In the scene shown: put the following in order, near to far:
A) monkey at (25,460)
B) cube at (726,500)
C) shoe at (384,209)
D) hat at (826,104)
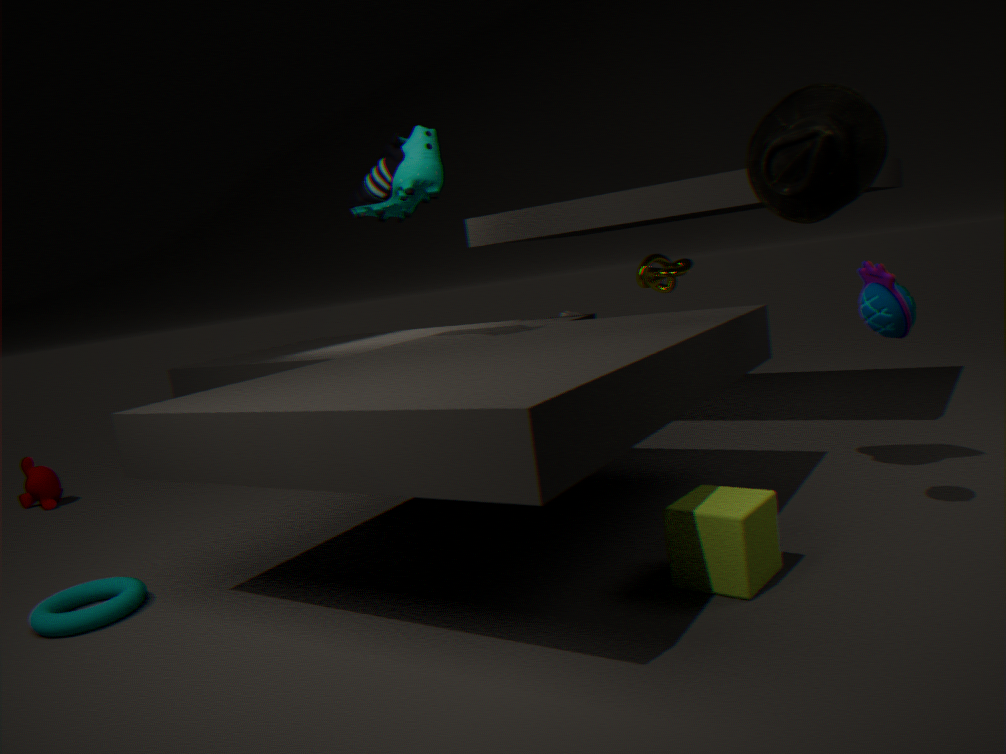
1. cube at (726,500)
2. hat at (826,104)
3. shoe at (384,209)
4. monkey at (25,460)
